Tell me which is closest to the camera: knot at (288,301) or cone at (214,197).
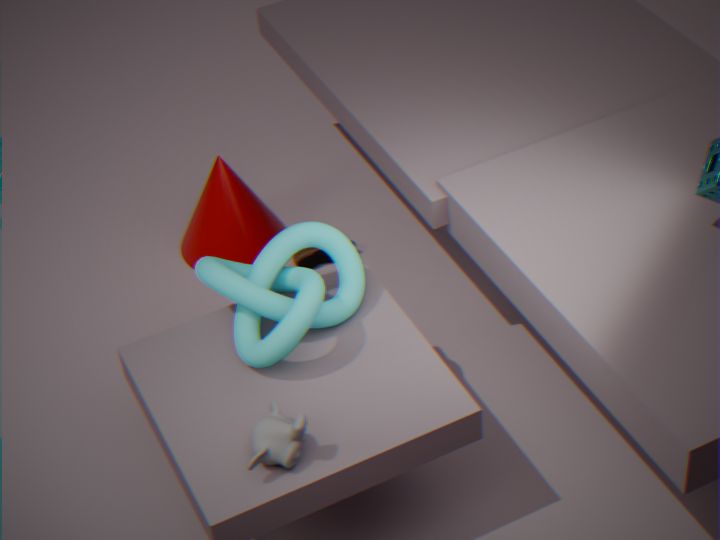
knot at (288,301)
